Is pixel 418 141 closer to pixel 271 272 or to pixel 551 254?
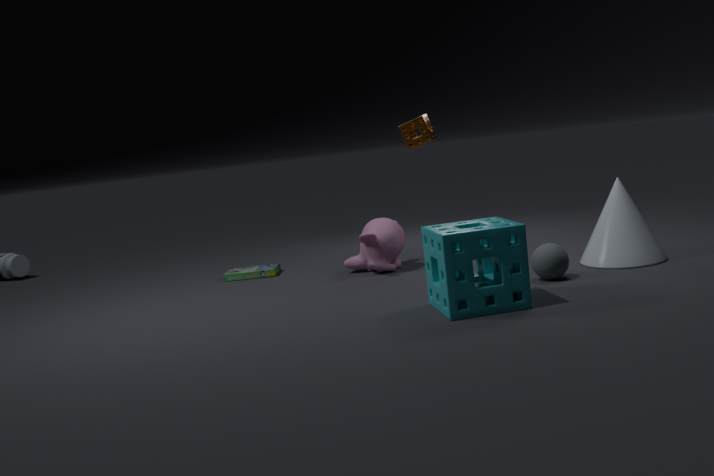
pixel 271 272
